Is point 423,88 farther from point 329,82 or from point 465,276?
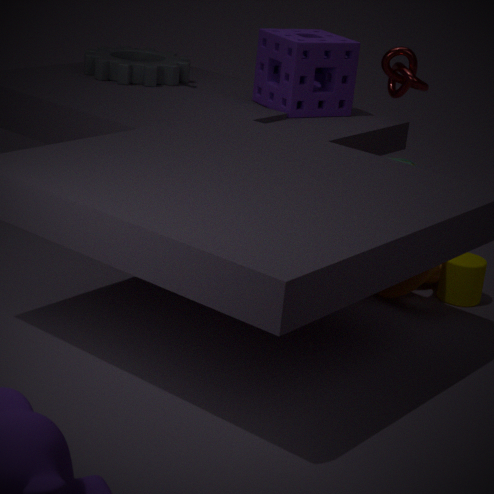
point 465,276
